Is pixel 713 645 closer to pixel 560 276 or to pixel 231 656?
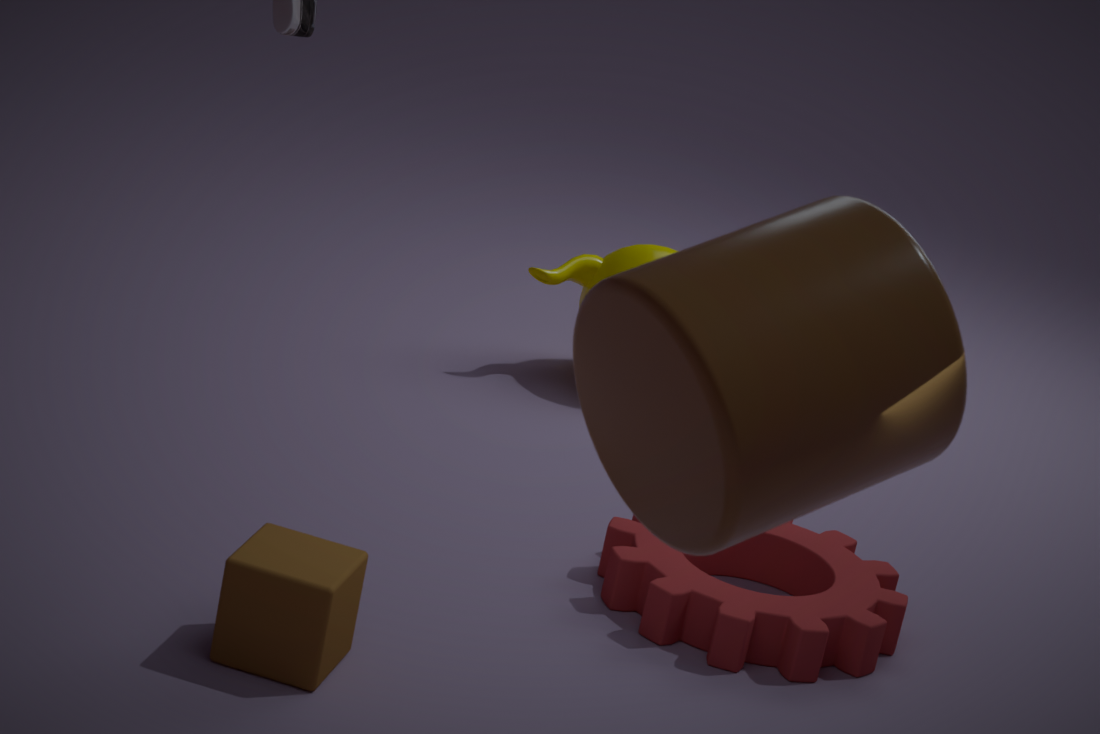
pixel 231 656
